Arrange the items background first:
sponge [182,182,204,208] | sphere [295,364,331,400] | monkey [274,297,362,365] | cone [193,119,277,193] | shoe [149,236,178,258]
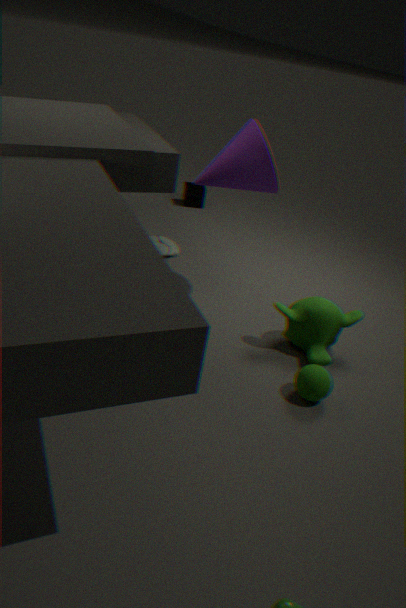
sponge [182,182,204,208]
monkey [274,297,362,365]
cone [193,119,277,193]
shoe [149,236,178,258]
sphere [295,364,331,400]
